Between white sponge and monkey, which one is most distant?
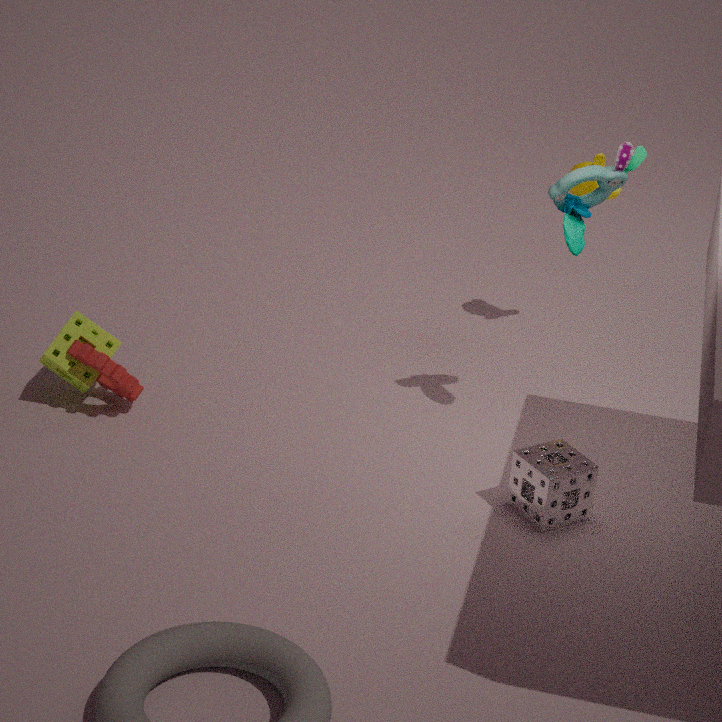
monkey
